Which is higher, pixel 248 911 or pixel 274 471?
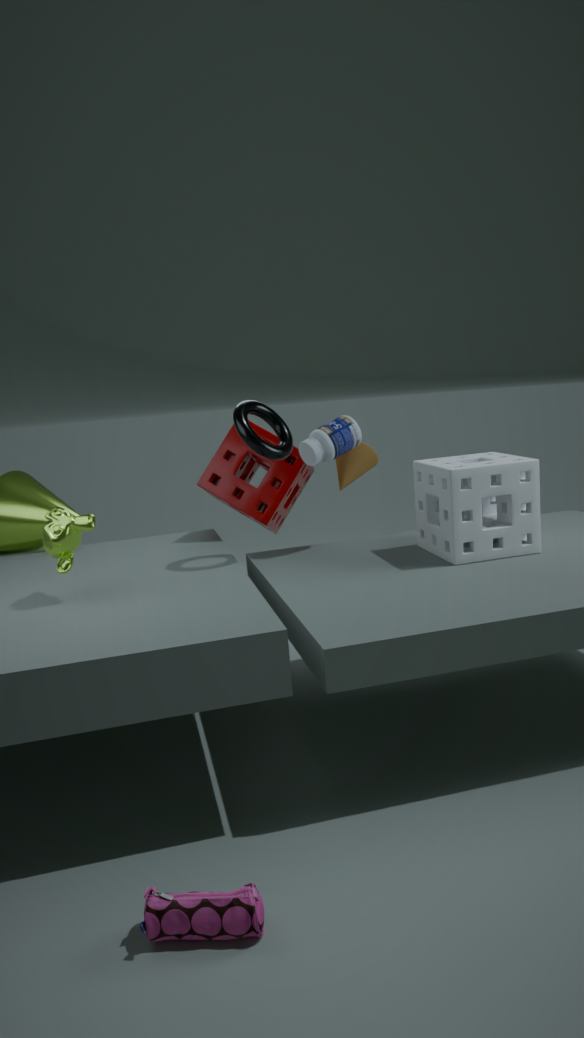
pixel 274 471
